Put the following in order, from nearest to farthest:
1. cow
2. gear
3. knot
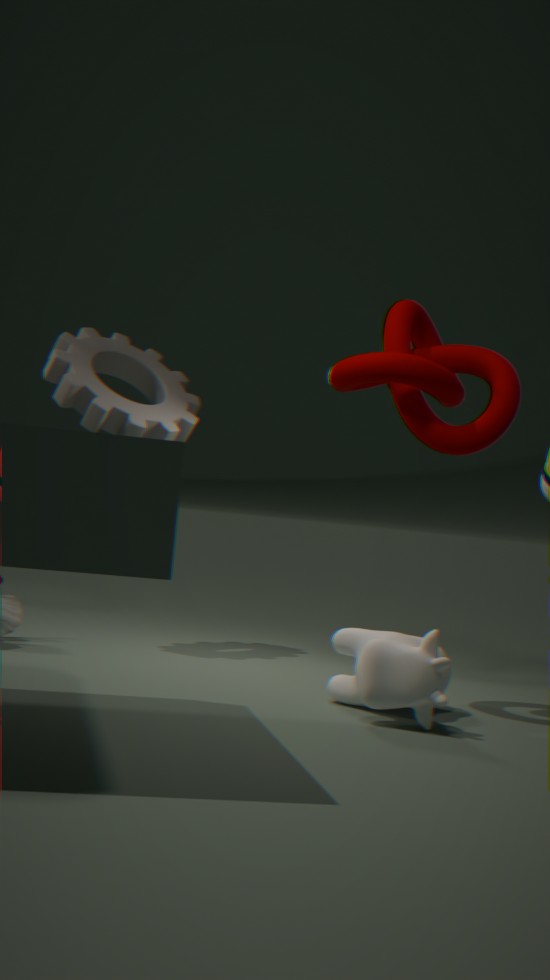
1. cow
2. knot
3. gear
